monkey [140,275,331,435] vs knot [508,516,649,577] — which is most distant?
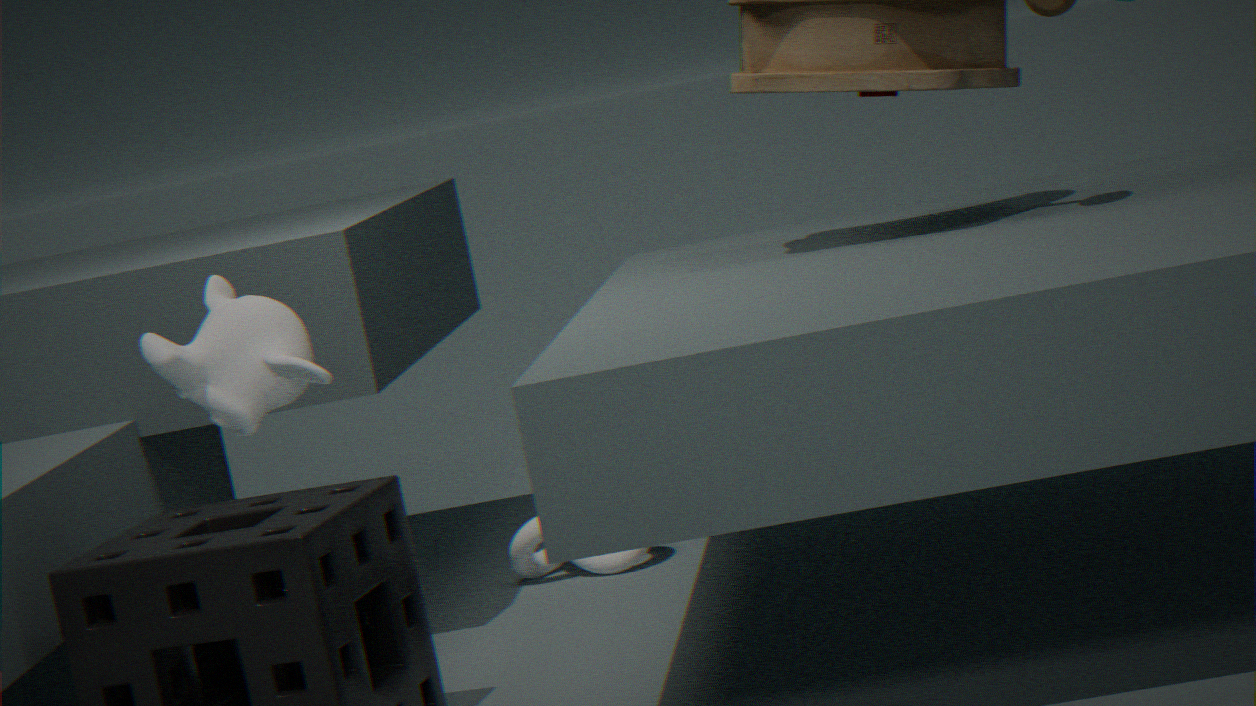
knot [508,516,649,577]
